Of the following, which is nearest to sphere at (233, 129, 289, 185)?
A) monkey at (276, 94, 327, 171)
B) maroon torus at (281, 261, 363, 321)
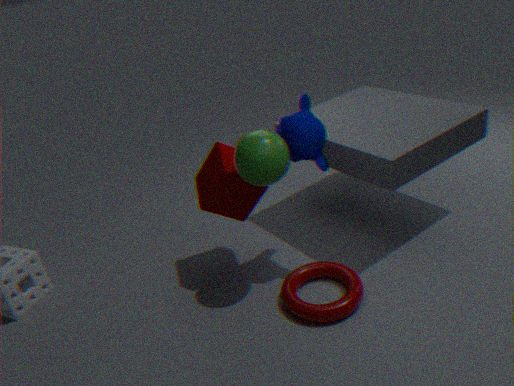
monkey at (276, 94, 327, 171)
